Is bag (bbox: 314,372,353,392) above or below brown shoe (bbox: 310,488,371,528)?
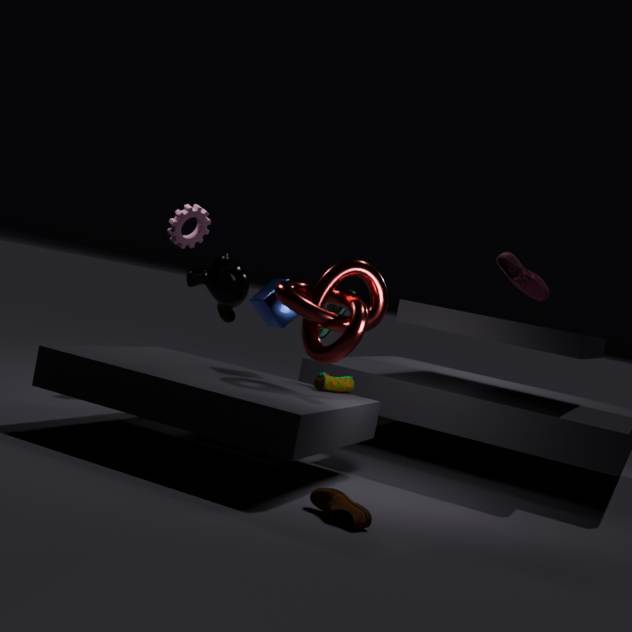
above
